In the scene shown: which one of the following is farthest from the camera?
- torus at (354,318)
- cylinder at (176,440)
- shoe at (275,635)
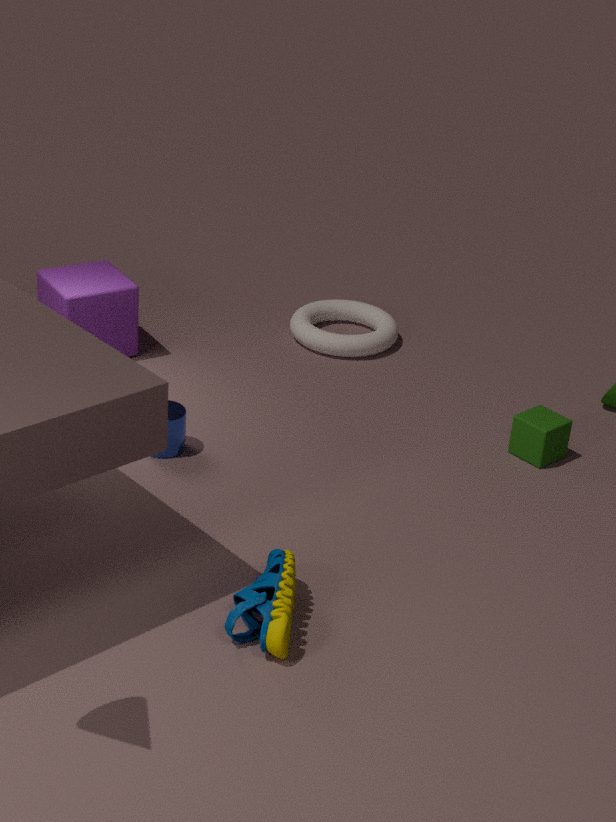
torus at (354,318)
